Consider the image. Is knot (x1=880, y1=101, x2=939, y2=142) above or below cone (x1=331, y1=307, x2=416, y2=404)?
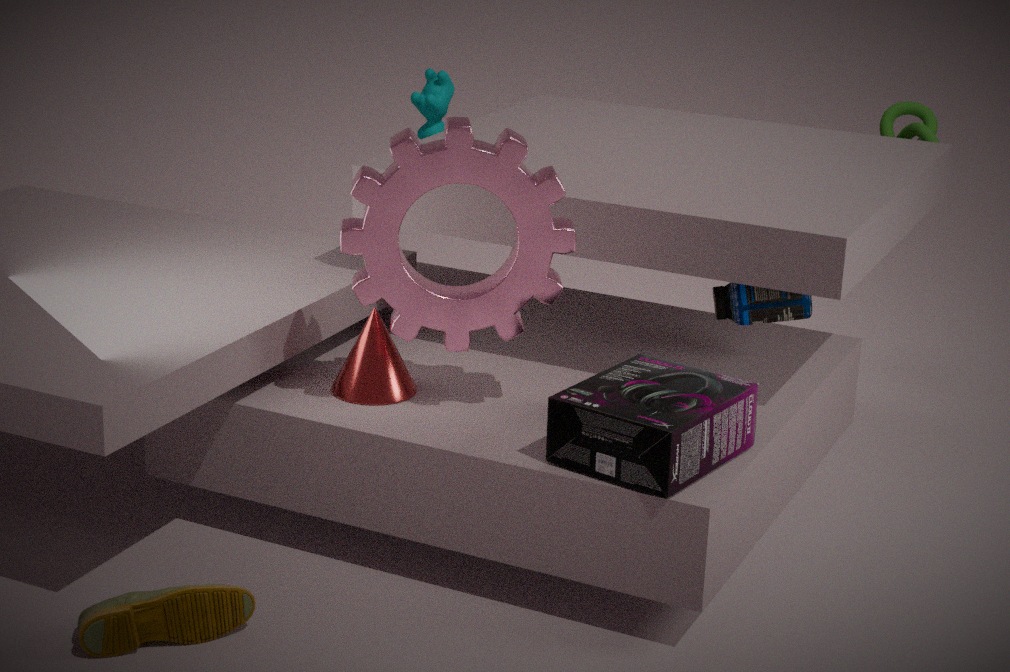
above
